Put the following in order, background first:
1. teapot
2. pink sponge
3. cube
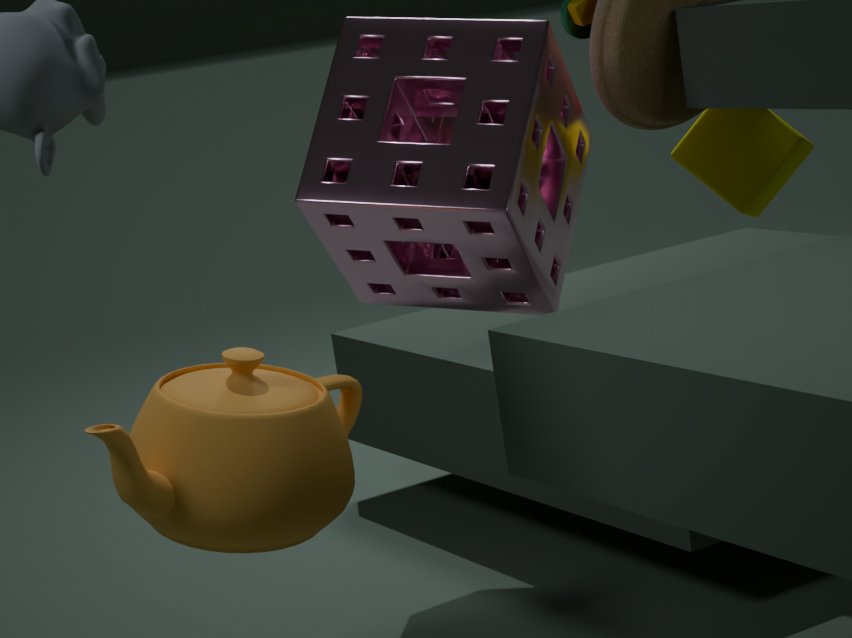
cube, pink sponge, teapot
